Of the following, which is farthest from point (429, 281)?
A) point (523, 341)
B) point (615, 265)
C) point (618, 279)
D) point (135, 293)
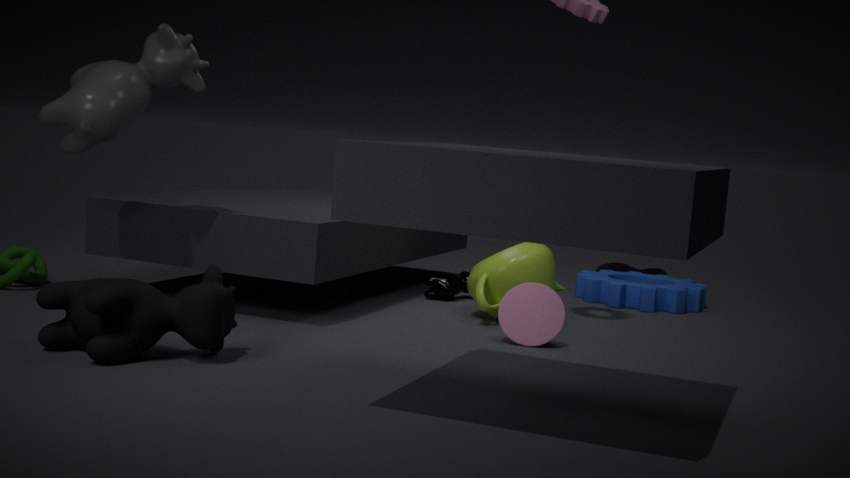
point (135, 293)
